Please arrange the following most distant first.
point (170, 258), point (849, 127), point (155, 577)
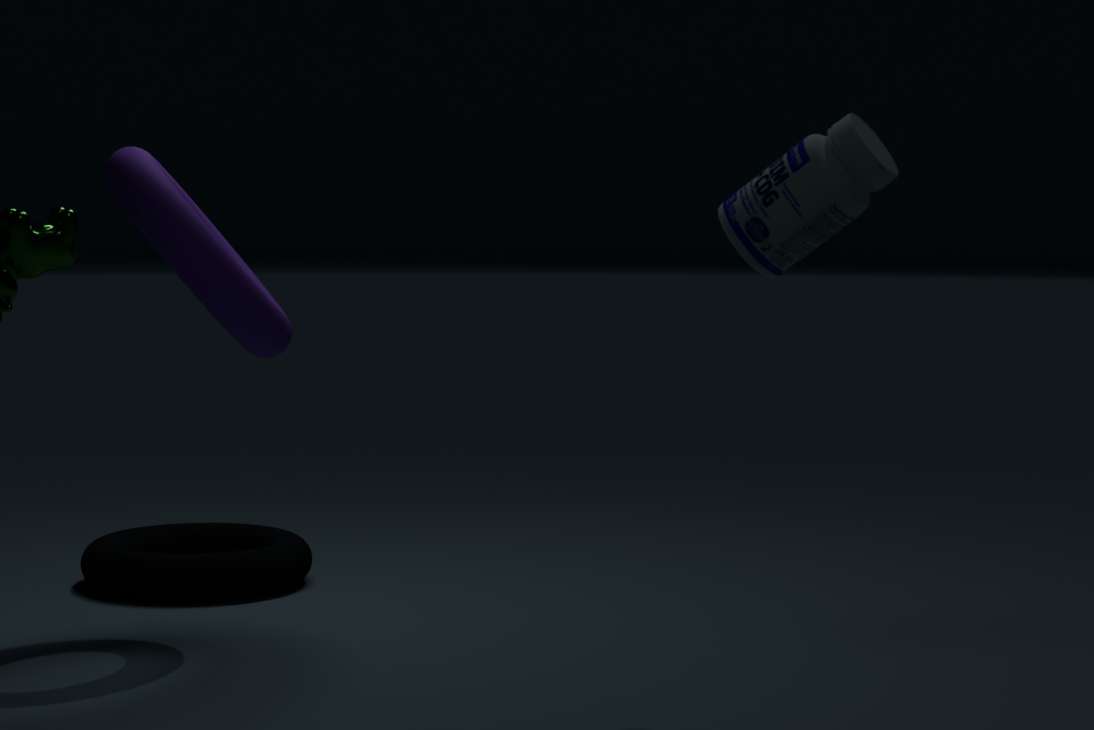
1. point (155, 577)
2. point (170, 258)
3. point (849, 127)
